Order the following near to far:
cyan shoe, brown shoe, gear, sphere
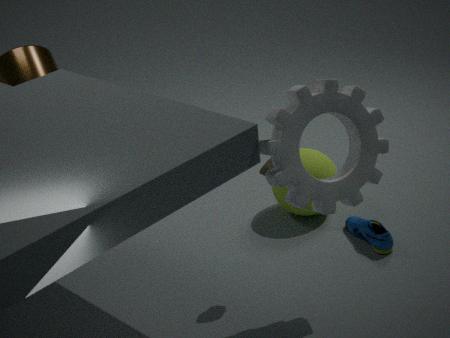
gear < brown shoe < cyan shoe < sphere
